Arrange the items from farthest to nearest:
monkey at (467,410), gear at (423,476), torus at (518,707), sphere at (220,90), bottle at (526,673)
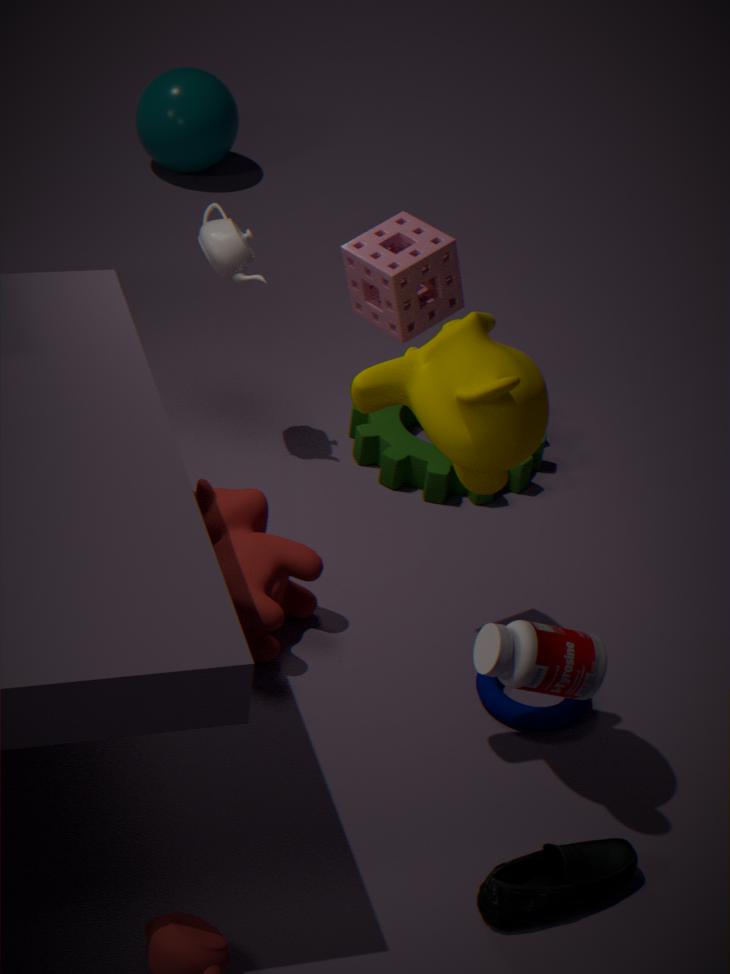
1. sphere at (220,90)
2. gear at (423,476)
3. torus at (518,707)
4. monkey at (467,410)
5. bottle at (526,673)
